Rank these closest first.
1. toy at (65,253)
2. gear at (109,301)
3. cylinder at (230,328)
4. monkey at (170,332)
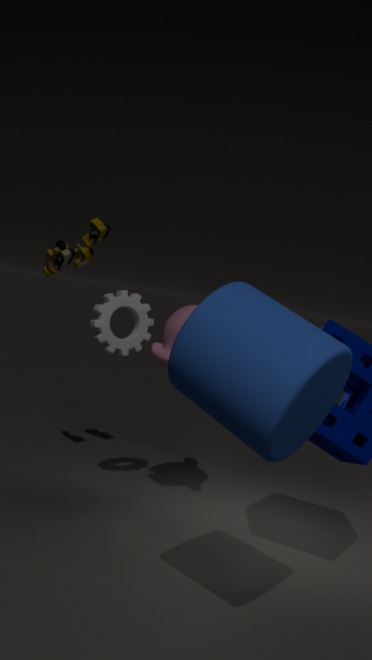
cylinder at (230,328), monkey at (170,332), gear at (109,301), toy at (65,253)
